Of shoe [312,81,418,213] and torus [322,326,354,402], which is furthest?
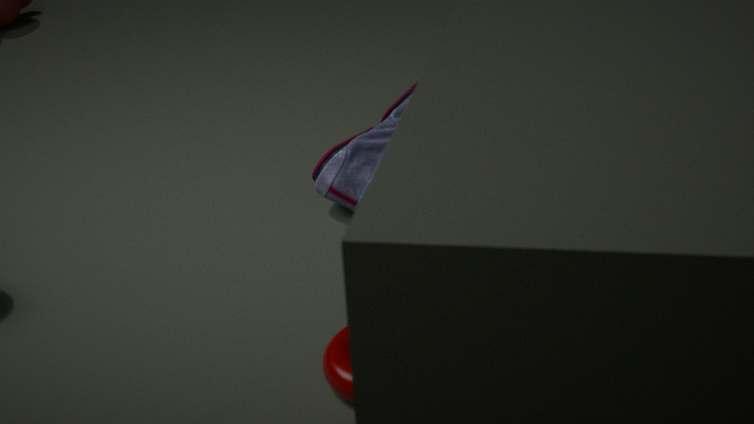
shoe [312,81,418,213]
